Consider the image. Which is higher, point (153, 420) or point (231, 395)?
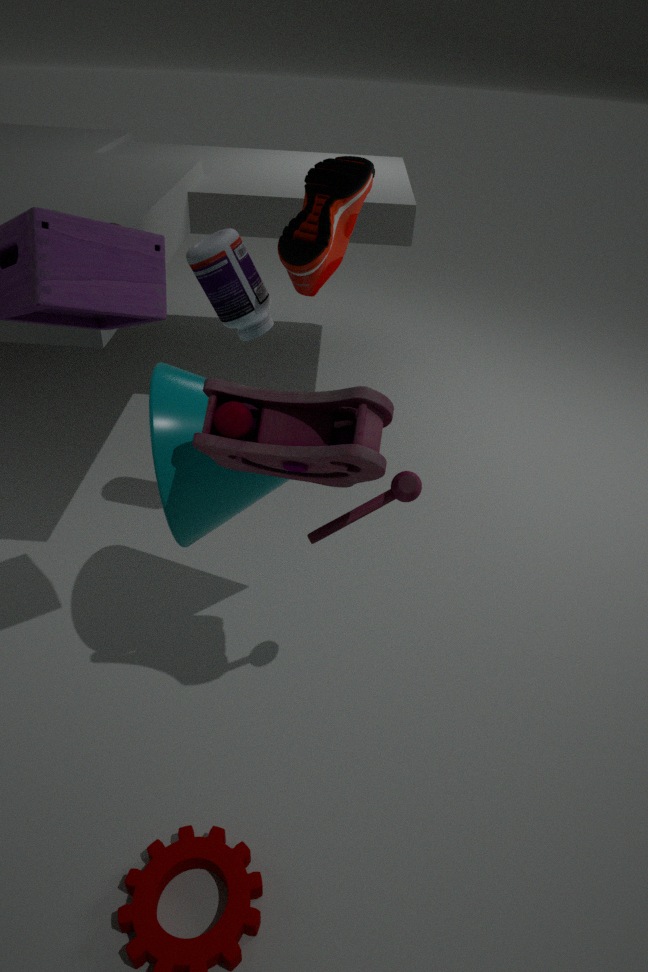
point (231, 395)
